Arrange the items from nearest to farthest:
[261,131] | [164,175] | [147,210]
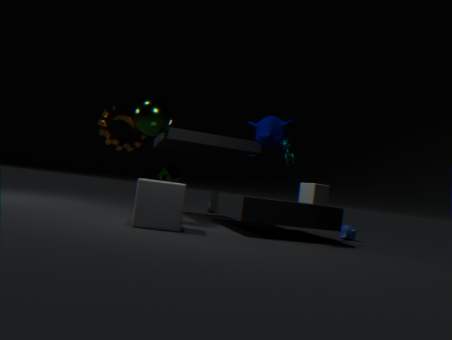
[147,210]
[261,131]
[164,175]
